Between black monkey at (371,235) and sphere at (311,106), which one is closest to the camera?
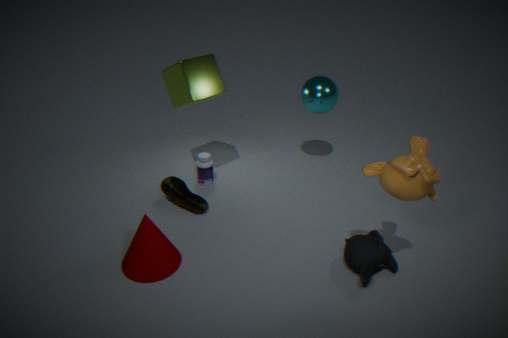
black monkey at (371,235)
